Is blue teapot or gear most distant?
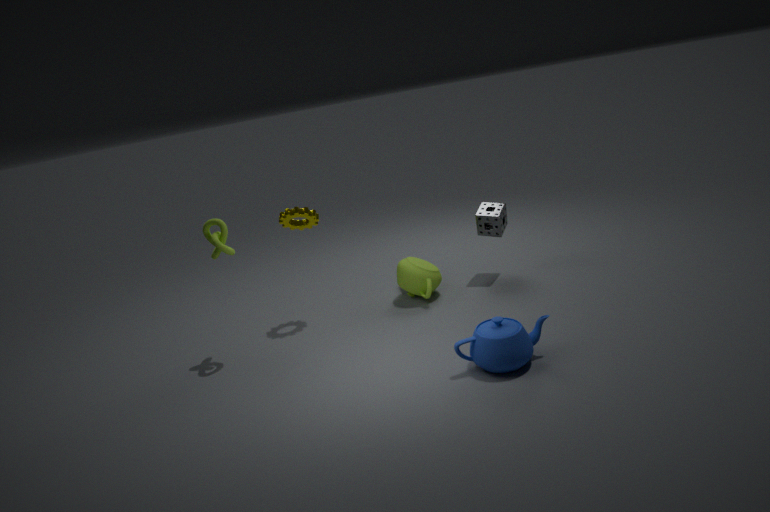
gear
